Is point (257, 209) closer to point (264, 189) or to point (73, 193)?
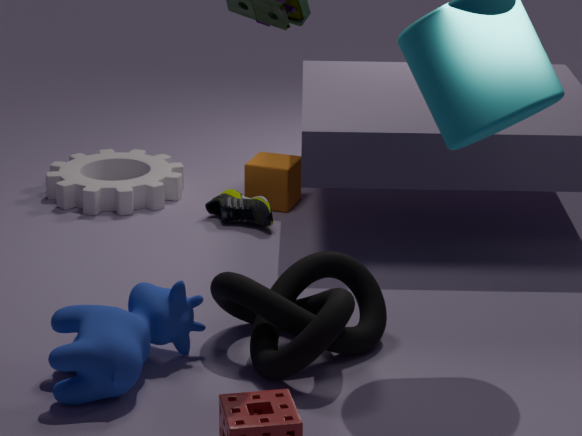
point (264, 189)
